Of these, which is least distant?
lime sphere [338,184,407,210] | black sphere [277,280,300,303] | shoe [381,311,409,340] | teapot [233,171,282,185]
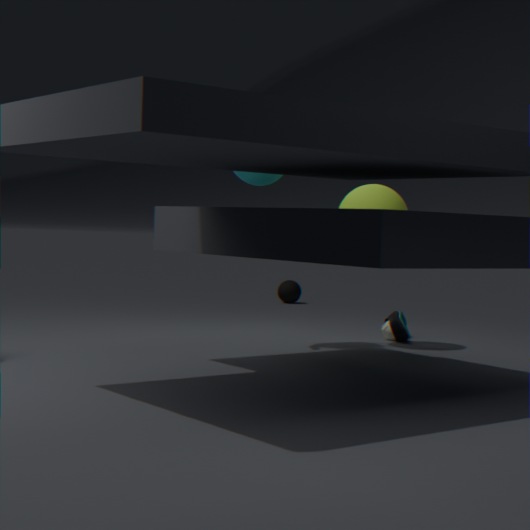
teapot [233,171,282,185]
